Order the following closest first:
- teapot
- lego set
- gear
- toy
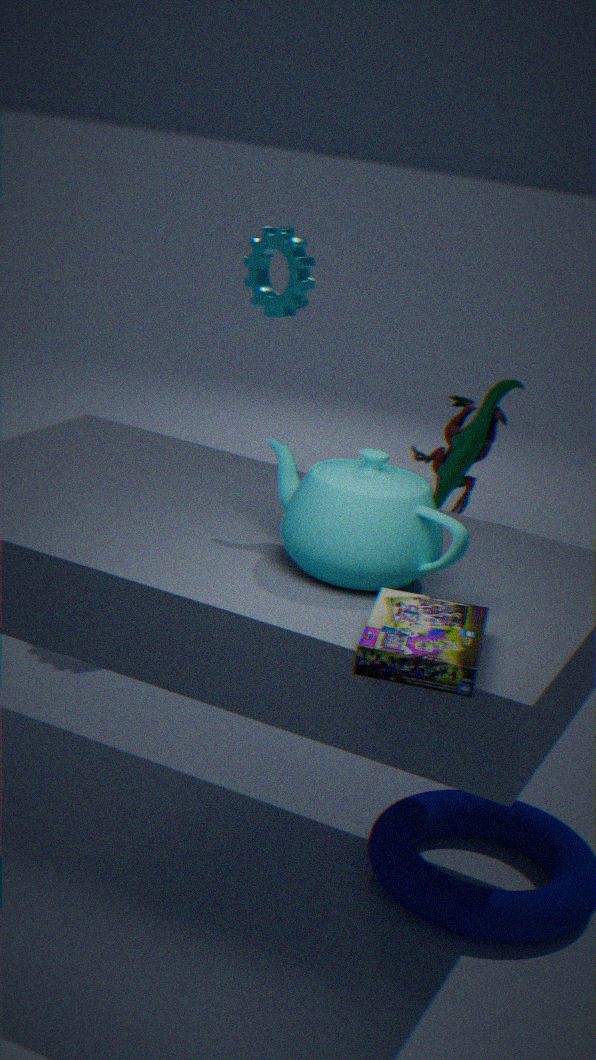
lego set, teapot, toy, gear
